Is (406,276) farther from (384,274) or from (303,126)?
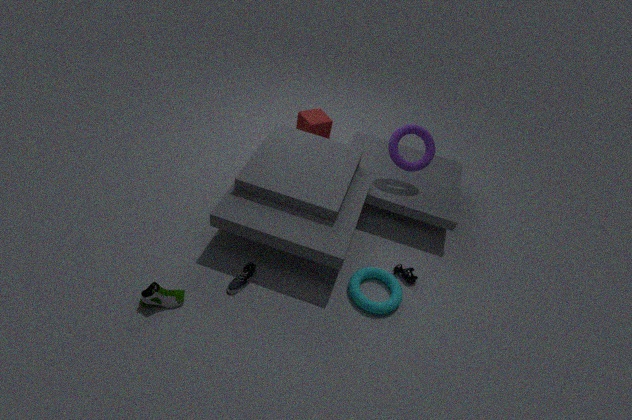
(303,126)
